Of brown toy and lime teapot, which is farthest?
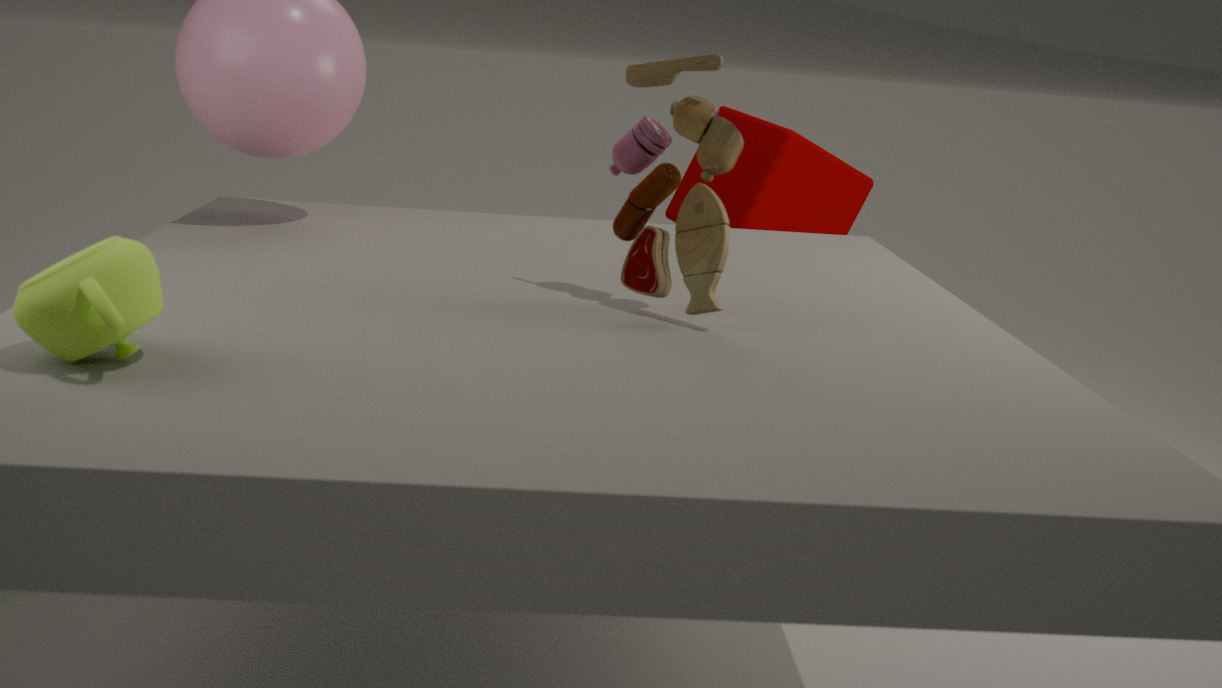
brown toy
